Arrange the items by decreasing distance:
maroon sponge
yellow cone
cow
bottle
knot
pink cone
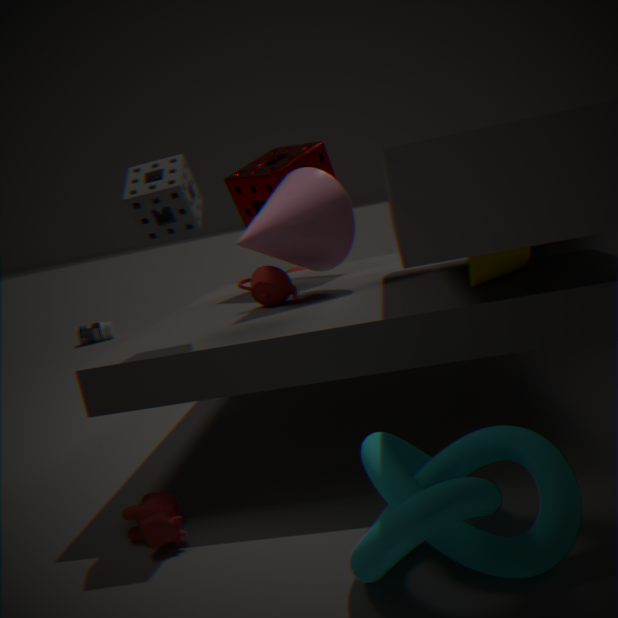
1. bottle
2. maroon sponge
3. pink cone
4. yellow cone
5. cow
6. knot
